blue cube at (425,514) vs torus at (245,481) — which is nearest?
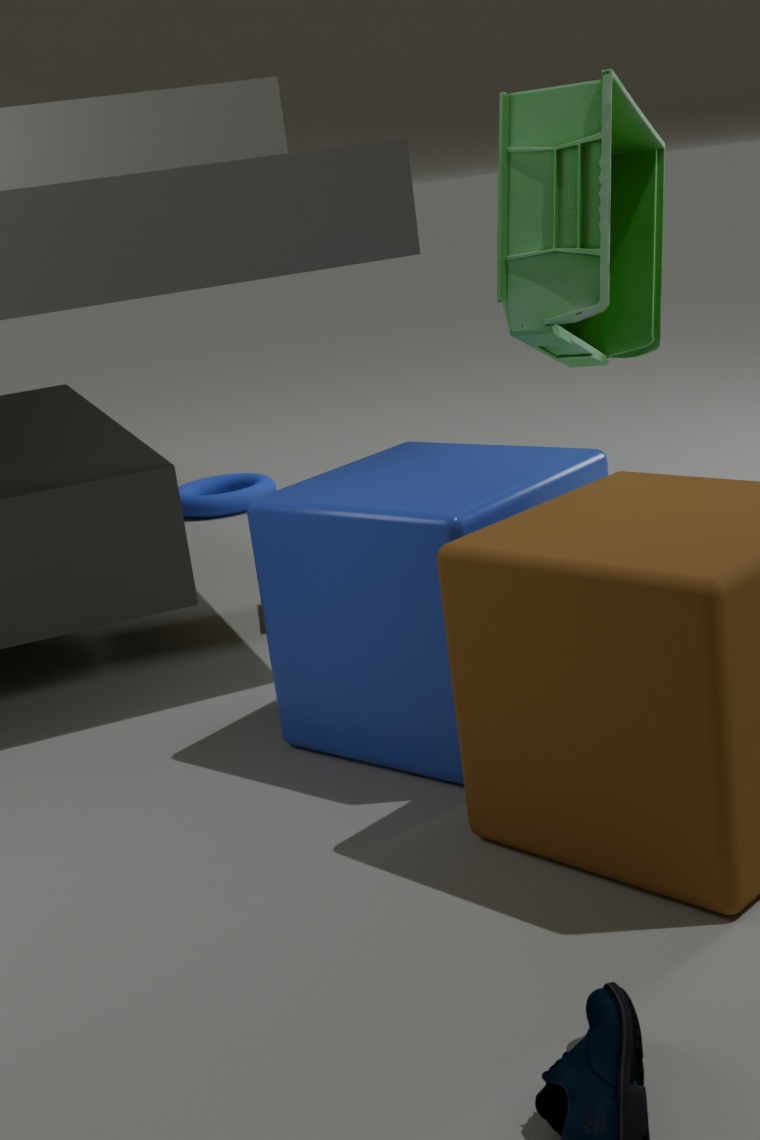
blue cube at (425,514)
